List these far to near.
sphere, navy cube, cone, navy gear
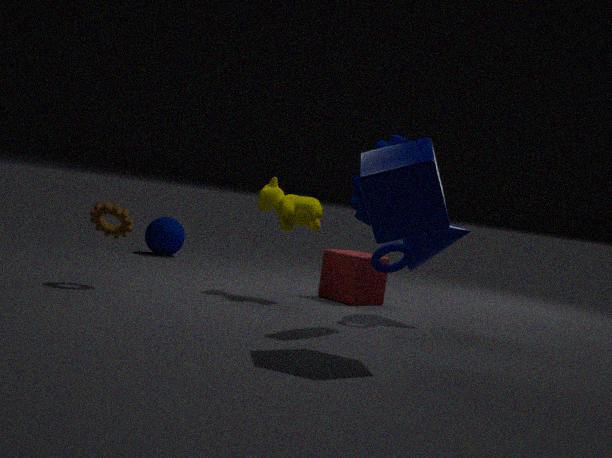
sphere < cone < navy gear < navy cube
